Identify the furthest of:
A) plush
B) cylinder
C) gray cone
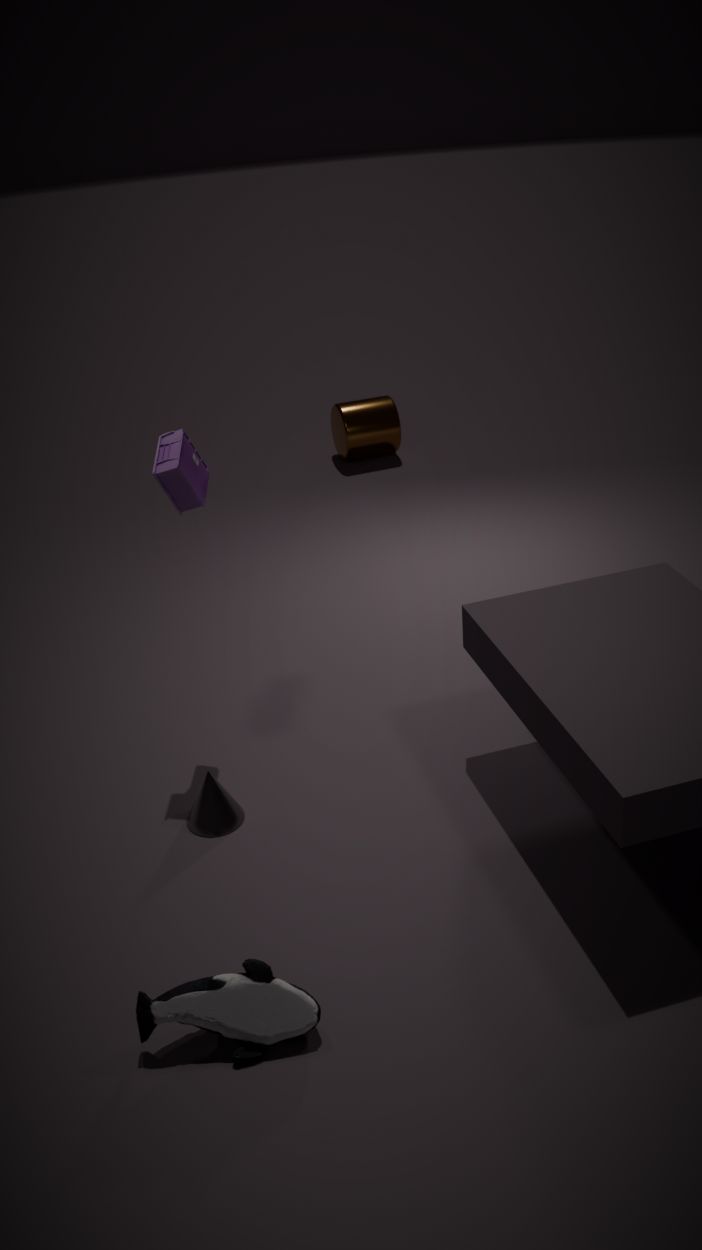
B. cylinder
